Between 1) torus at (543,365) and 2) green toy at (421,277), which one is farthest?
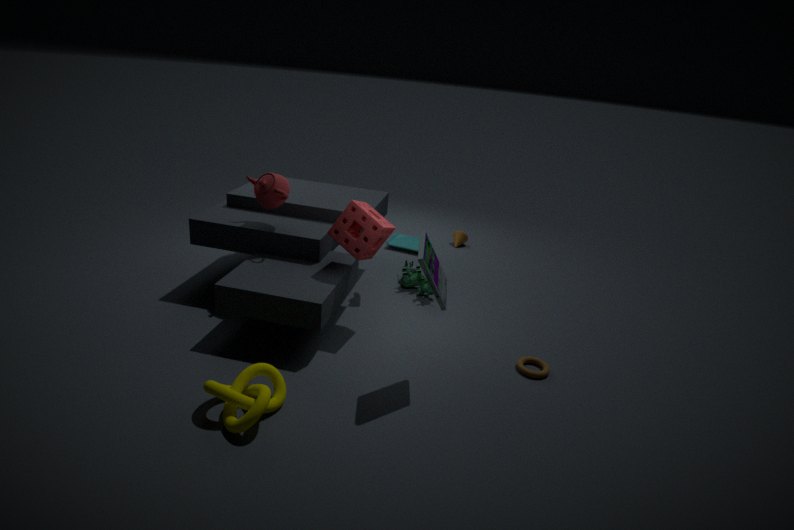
2. green toy at (421,277)
